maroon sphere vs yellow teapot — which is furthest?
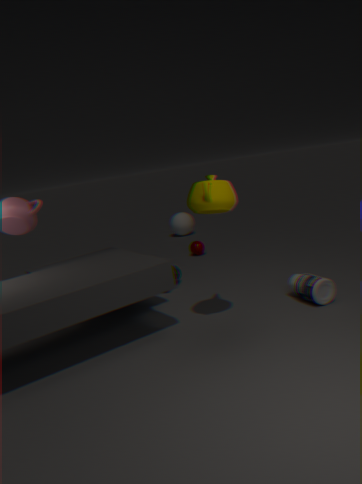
maroon sphere
